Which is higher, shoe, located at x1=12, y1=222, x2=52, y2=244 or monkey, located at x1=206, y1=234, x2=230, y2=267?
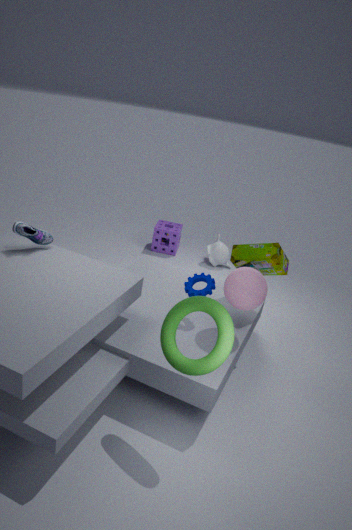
shoe, located at x1=12, y1=222, x2=52, y2=244
